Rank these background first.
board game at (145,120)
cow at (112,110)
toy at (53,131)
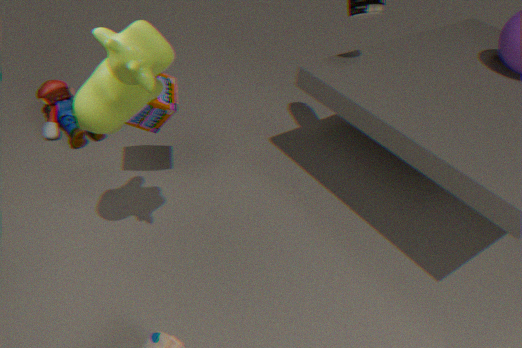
toy at (53,131) < board game at (145,120) < cow at (112,110)
